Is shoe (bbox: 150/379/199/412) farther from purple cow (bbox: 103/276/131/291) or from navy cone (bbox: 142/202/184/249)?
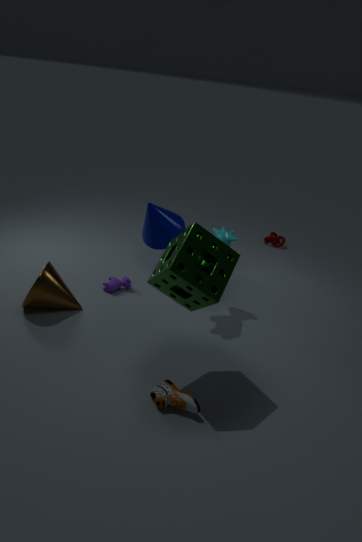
navy cone (bbox: 142/202/184/249)
